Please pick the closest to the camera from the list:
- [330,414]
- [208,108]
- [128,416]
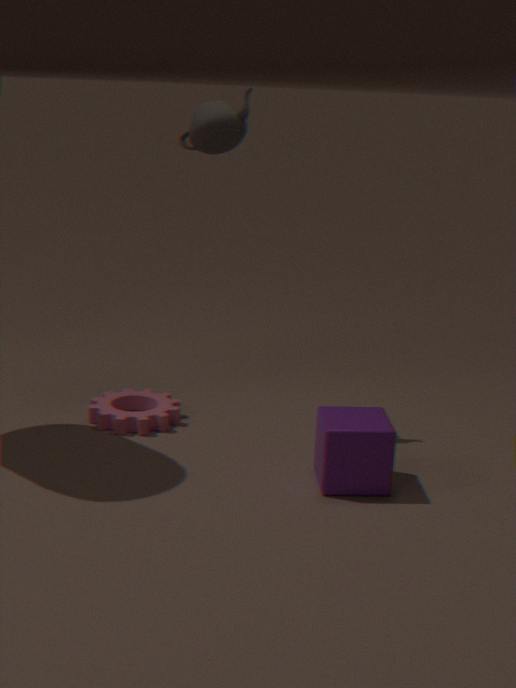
[330,414]
